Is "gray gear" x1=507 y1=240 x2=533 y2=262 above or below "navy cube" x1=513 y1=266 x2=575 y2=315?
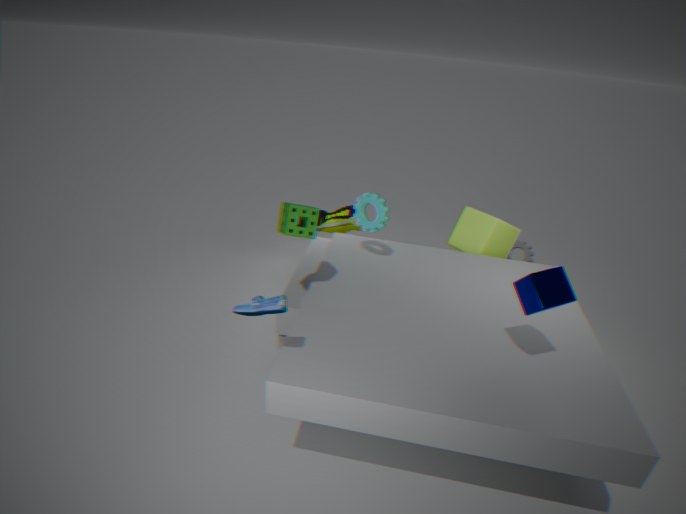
below
